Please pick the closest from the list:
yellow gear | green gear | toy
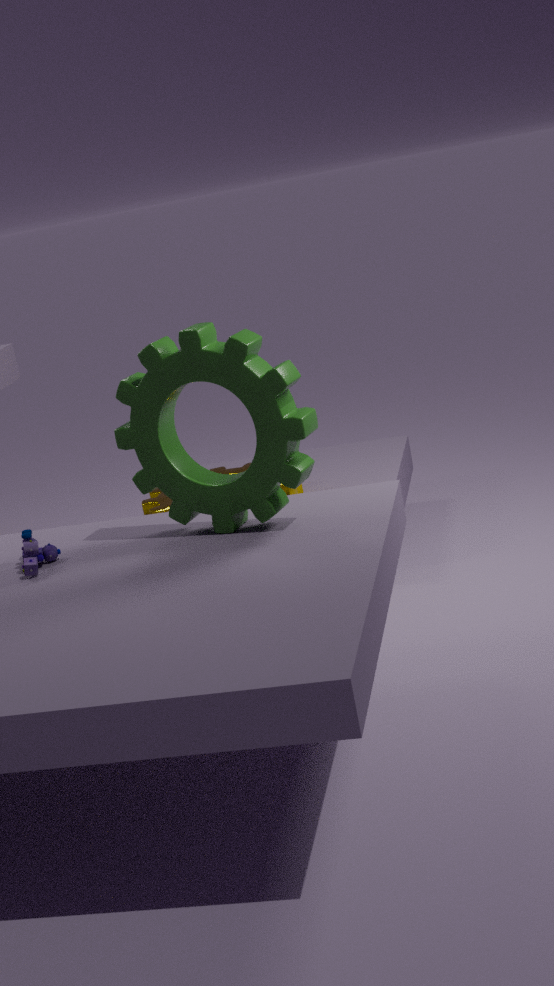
green gear
